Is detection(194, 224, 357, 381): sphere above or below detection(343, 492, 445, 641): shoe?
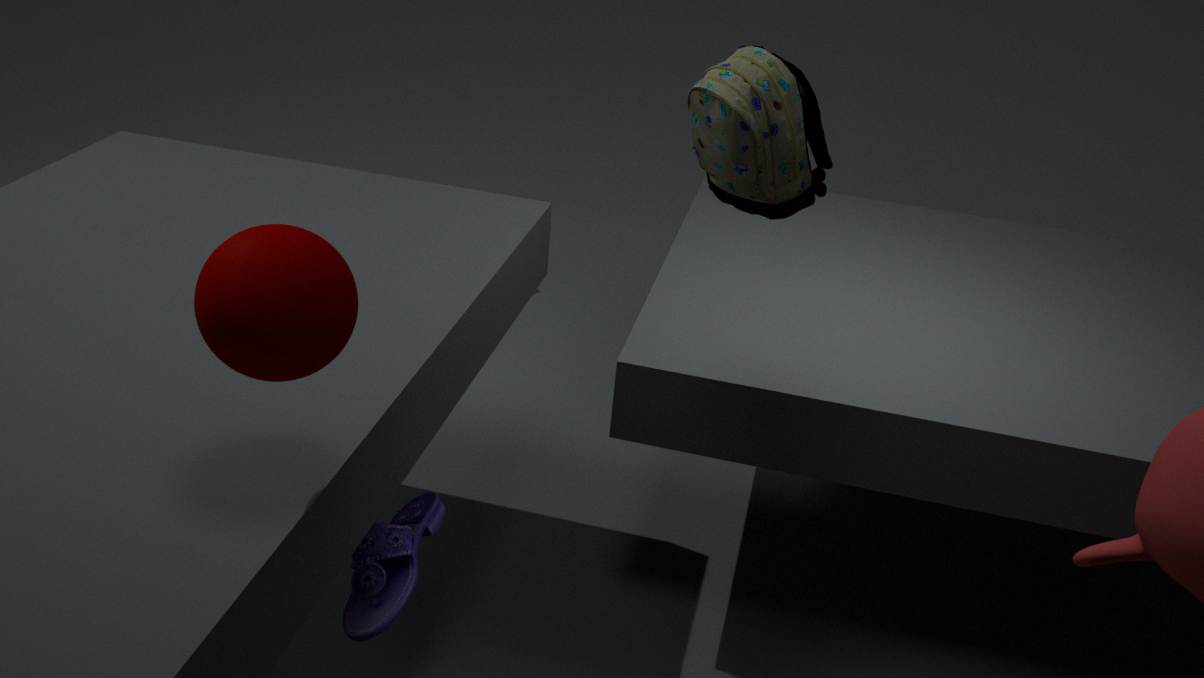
above
